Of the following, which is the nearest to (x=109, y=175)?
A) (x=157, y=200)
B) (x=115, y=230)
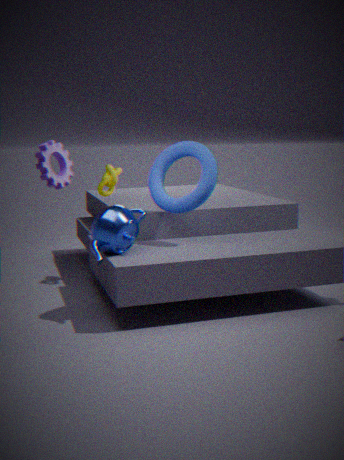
→ (x=157, y=200)
